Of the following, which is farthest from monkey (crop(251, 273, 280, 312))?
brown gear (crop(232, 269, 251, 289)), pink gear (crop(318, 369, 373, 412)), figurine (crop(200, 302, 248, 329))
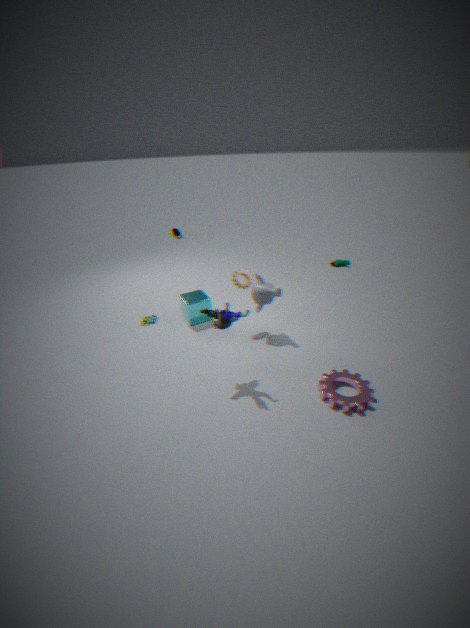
pink gear (crop(318, 369, 373, 412))
